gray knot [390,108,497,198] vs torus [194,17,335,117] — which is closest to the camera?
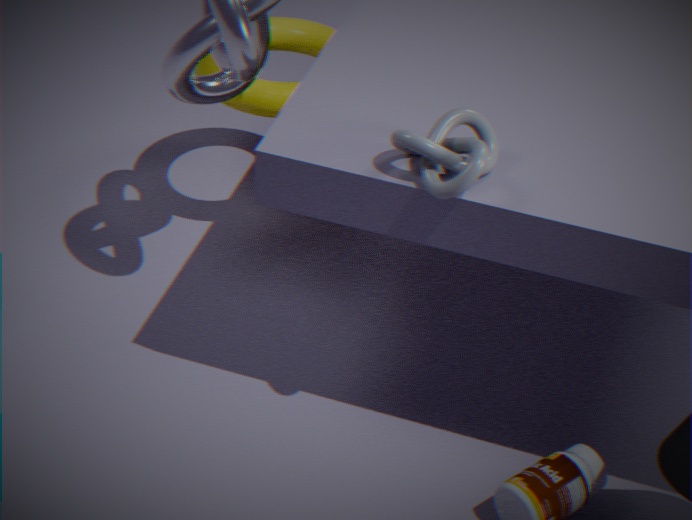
gray knot [390,108,497,198]
